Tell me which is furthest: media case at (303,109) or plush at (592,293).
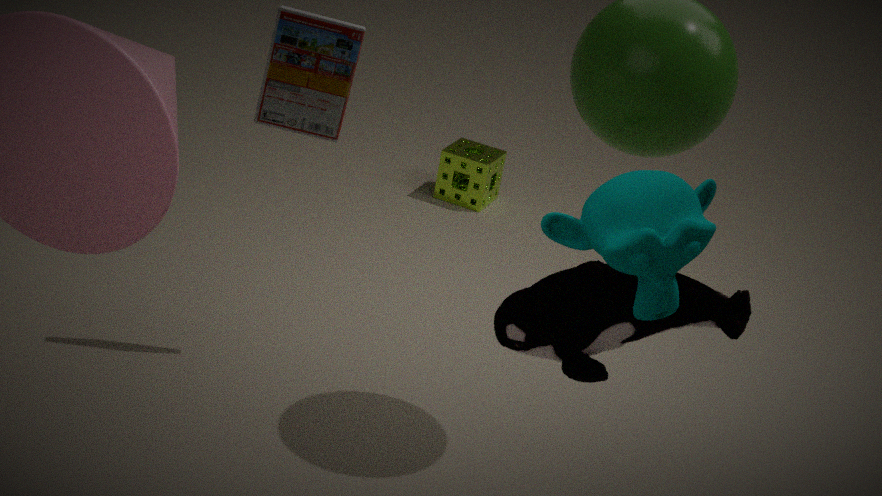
media case at (303,109)
